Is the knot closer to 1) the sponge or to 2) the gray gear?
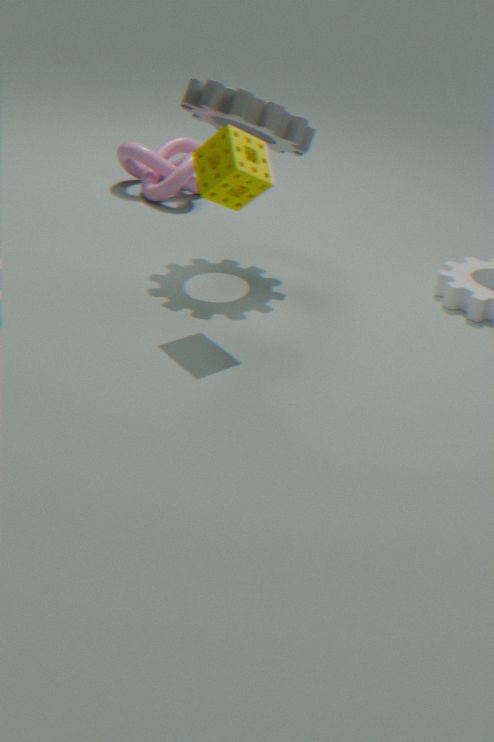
2) the gray gear
